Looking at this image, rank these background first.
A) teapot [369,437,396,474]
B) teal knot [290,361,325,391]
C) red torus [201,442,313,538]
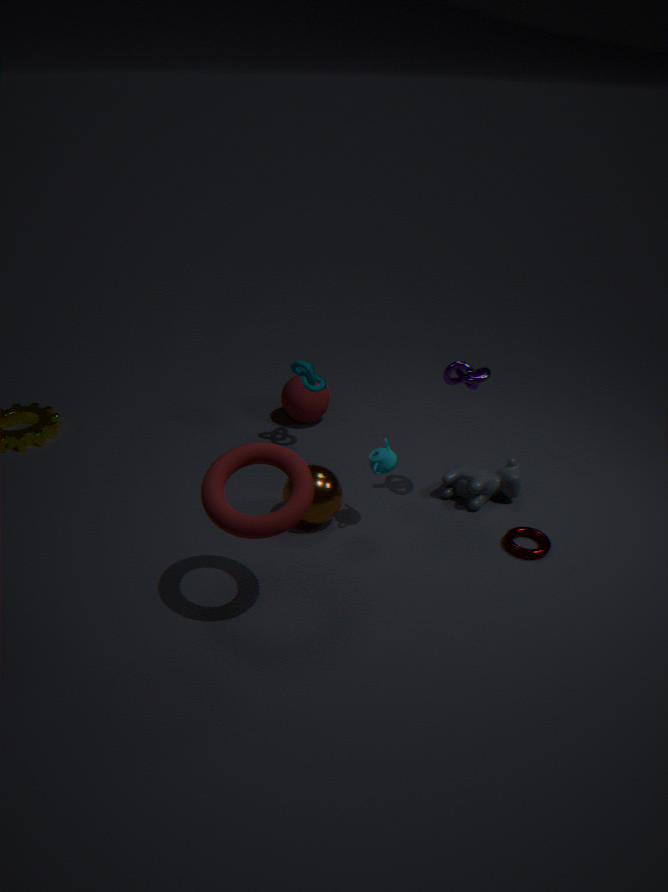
1. teal knot [290,361,325,391]
2. teapot [369,437,396,474]
3. red torus [201,442,313,538]
